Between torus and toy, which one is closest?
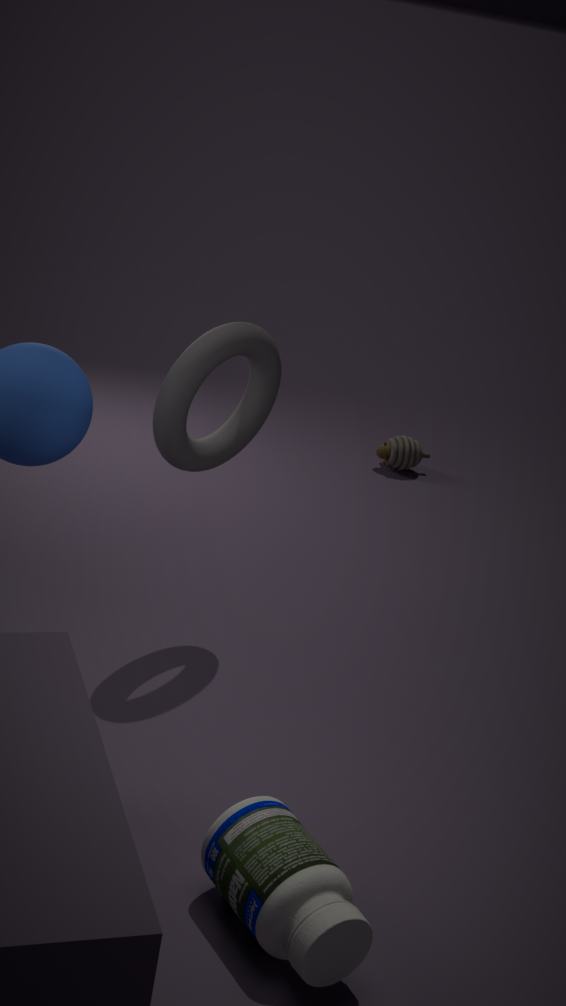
torus
